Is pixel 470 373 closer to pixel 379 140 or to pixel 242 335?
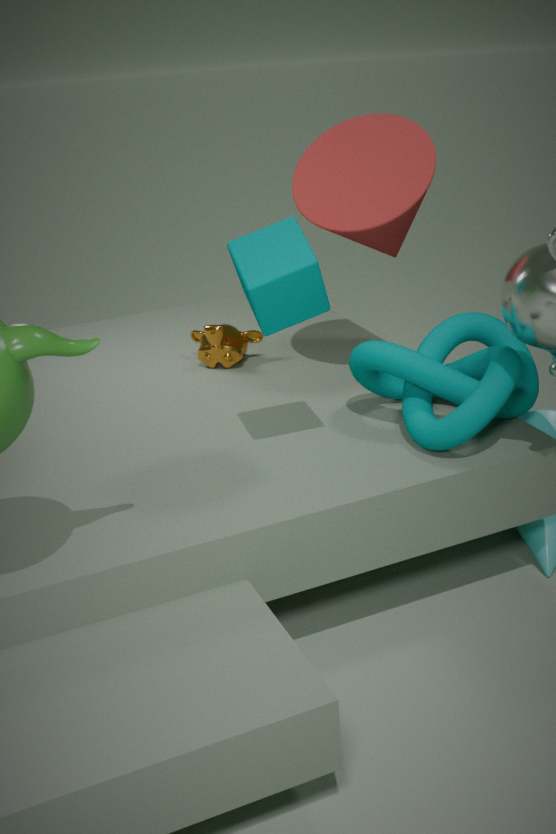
pixel 379 140
